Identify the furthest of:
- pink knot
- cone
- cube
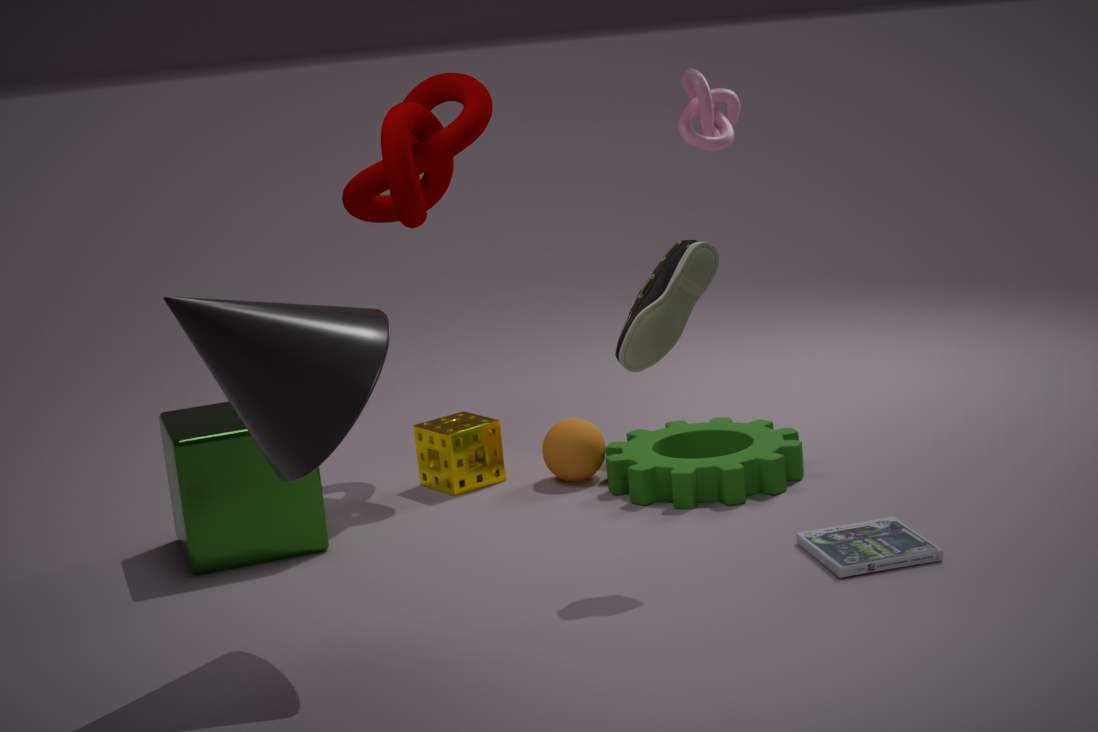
pink knot
